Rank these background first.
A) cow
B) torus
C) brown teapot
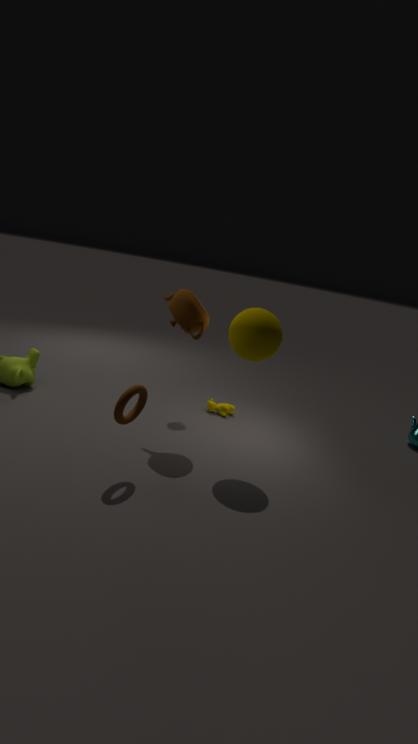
cow
brown teapot
torus
